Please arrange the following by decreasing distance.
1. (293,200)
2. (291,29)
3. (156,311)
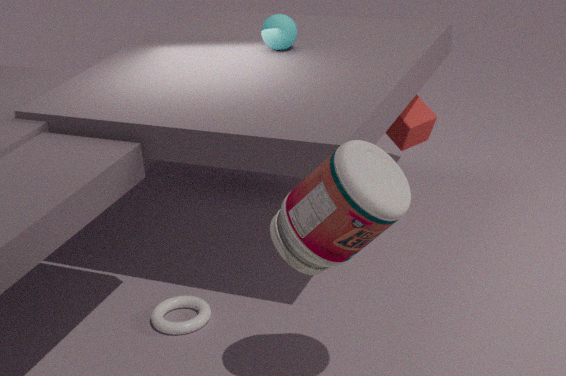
(291,29) < (156,311) < (293,200)
